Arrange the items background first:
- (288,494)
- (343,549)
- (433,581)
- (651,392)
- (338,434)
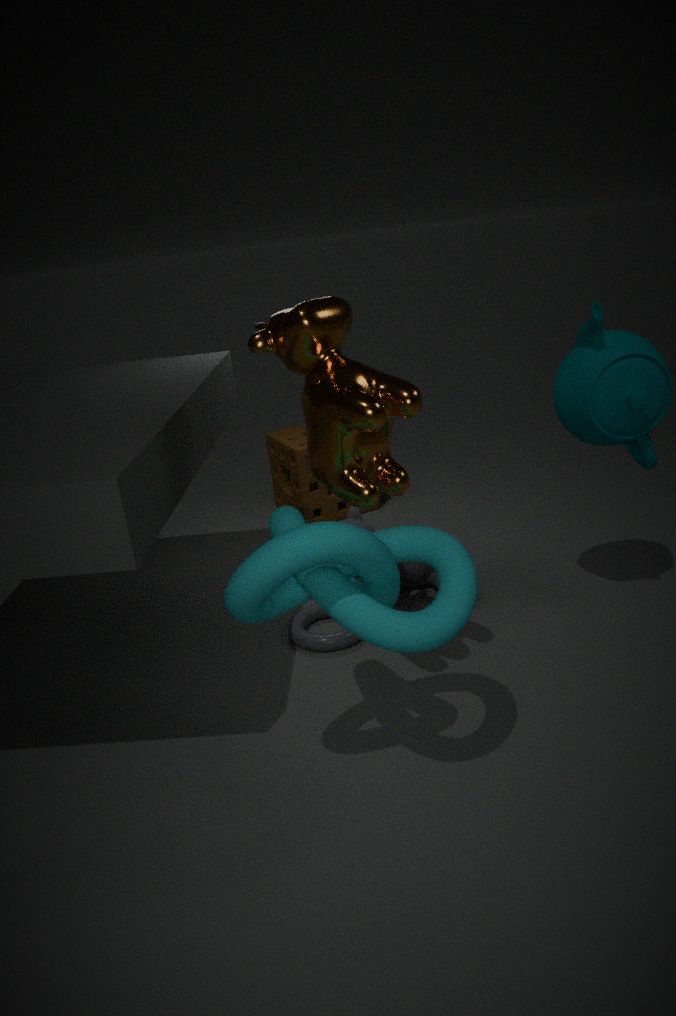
(288,494) → (433,581) → (651,392) → (338,434) → (343,549)
